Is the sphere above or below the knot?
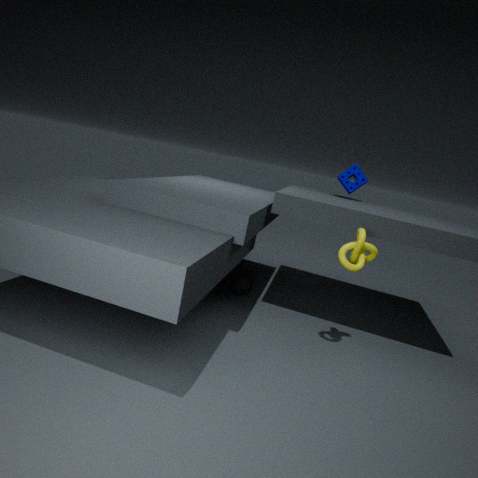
below
